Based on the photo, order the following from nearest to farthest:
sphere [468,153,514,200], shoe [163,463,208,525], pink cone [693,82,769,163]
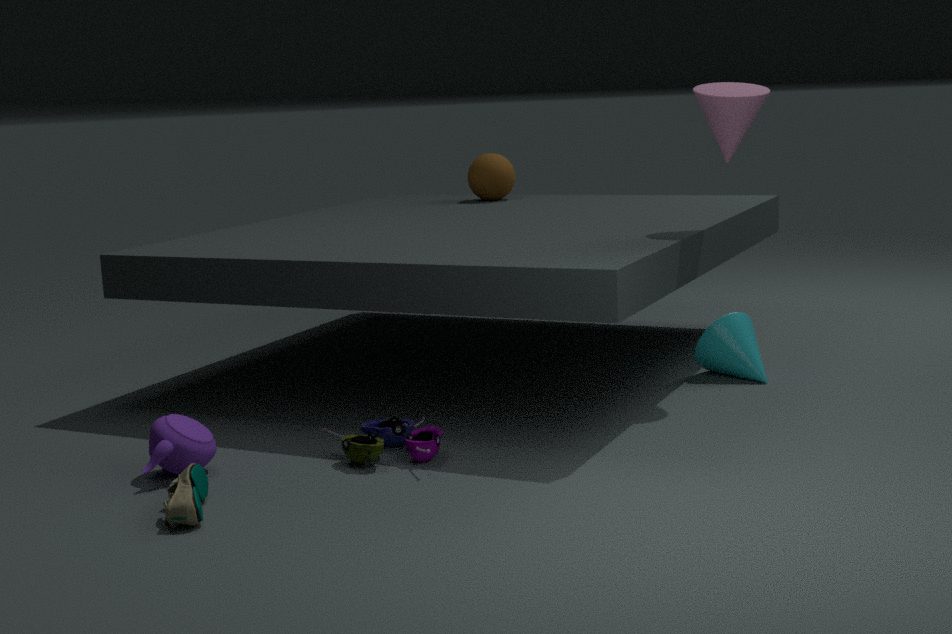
shoe [163,463,208,525] → pink cone [693,82,769,163] → sphere [468,153,514,200]
